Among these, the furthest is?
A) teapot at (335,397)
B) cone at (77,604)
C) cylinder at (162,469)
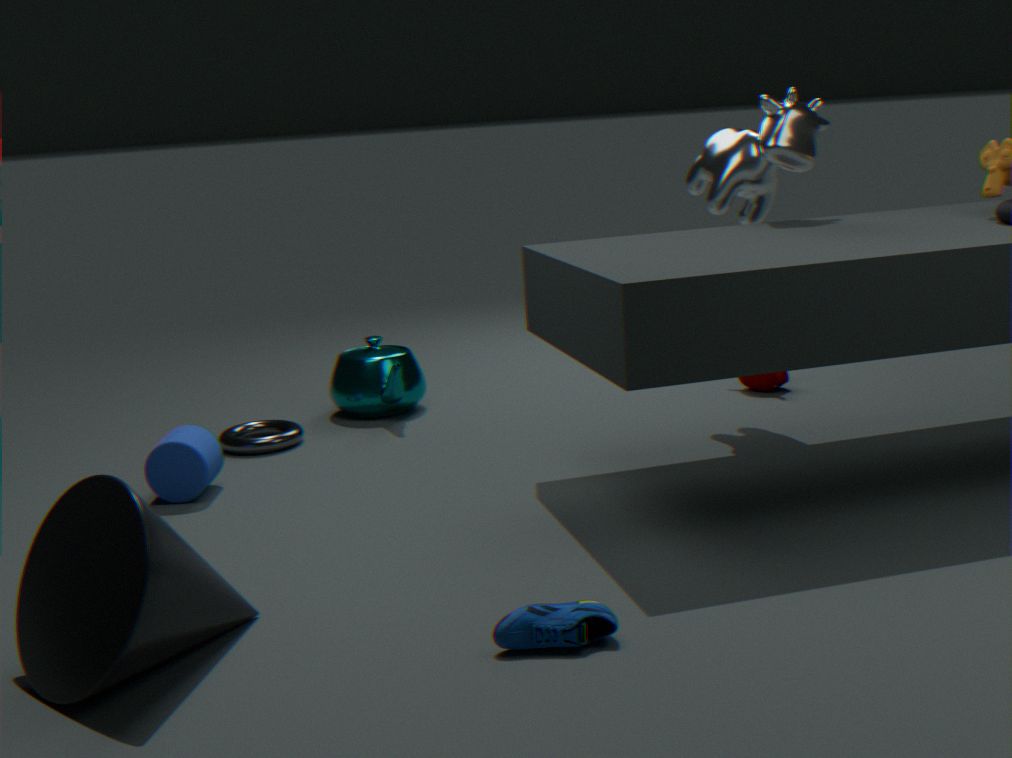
teapot at (335,397)
